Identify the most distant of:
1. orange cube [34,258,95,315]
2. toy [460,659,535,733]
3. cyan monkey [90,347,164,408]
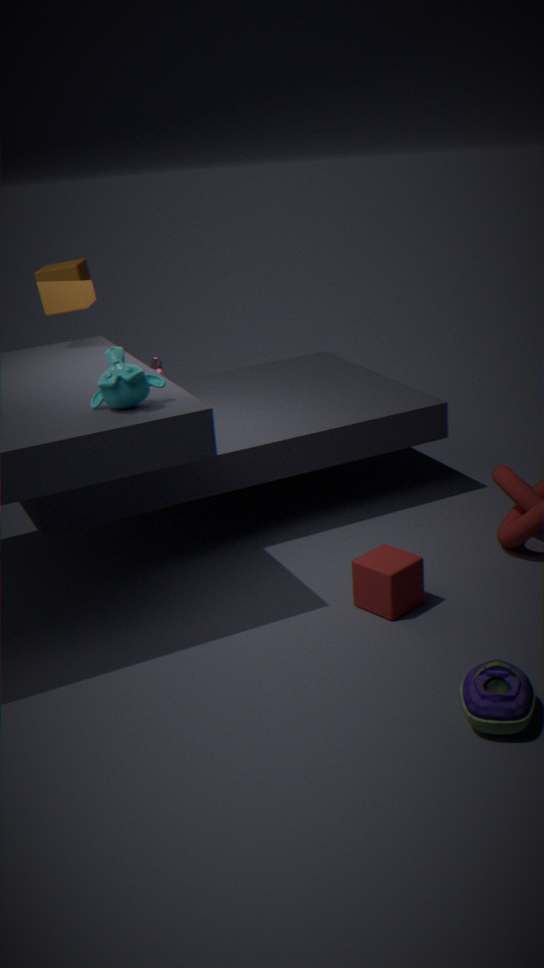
orange cube [34,258,95,315]
